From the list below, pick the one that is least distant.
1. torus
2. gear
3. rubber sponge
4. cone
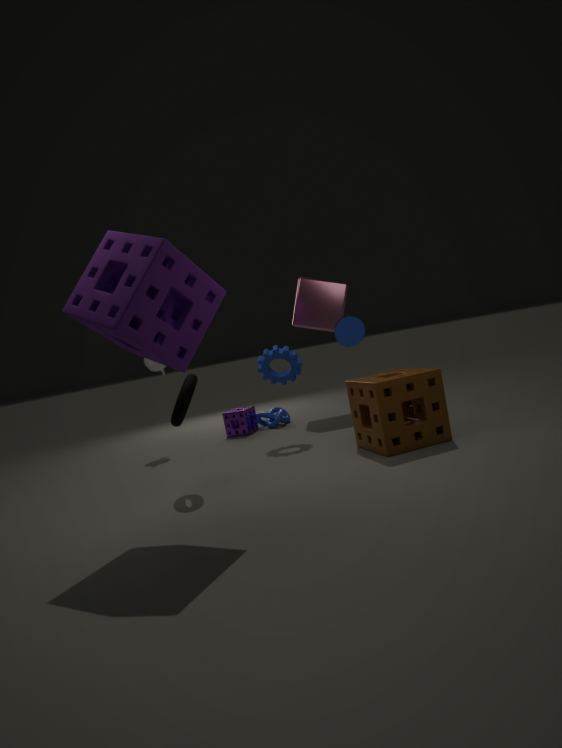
rubber sponge
